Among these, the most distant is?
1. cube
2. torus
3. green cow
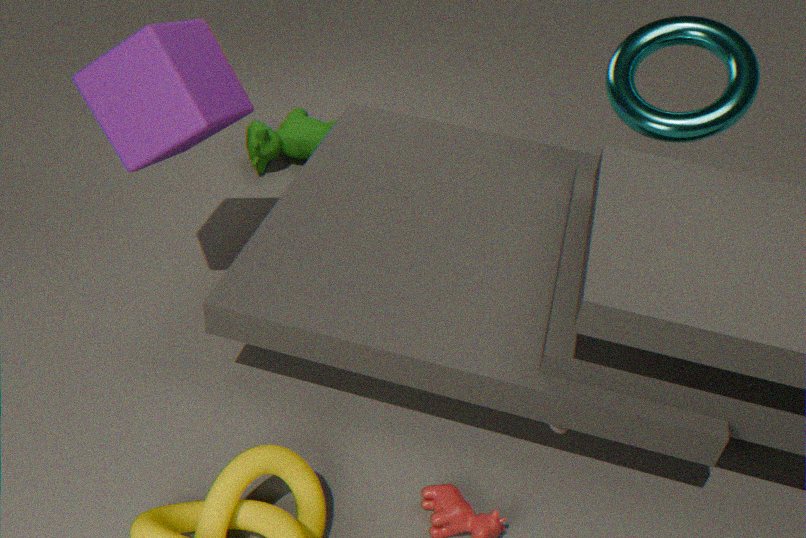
green cow
